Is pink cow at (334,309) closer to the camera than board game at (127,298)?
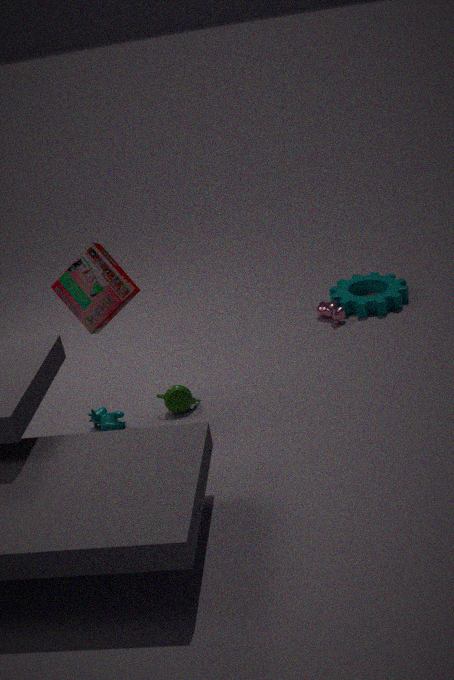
No
